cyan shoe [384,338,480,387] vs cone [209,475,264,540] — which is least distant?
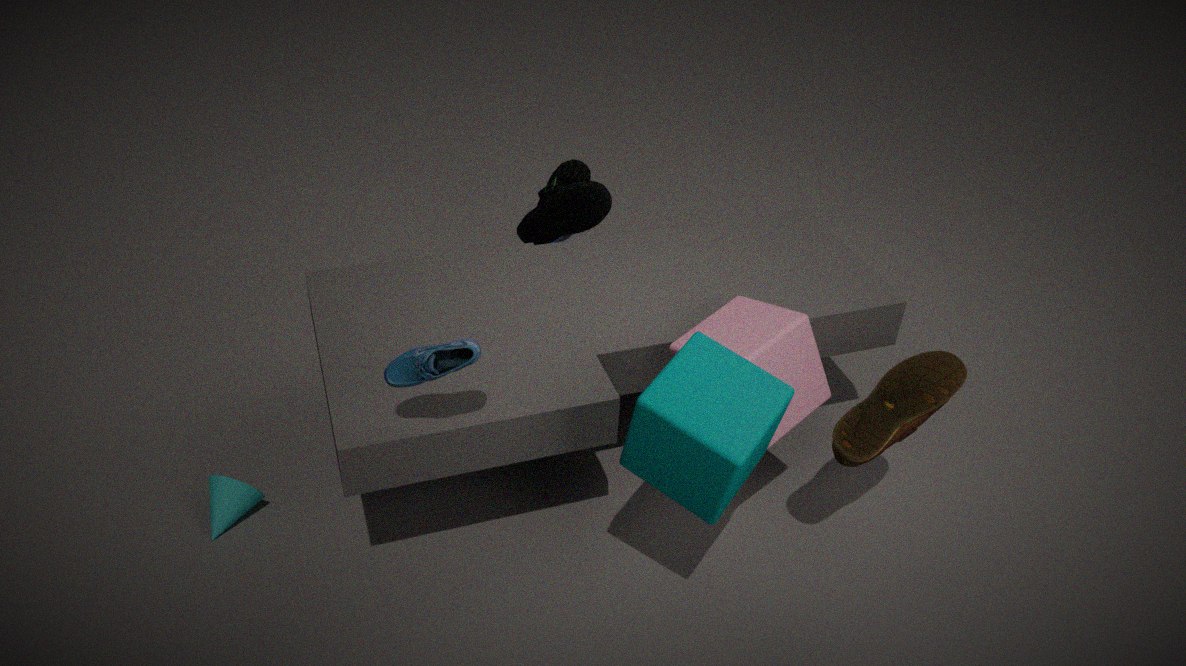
cyan shoe [384,338,480,387]
